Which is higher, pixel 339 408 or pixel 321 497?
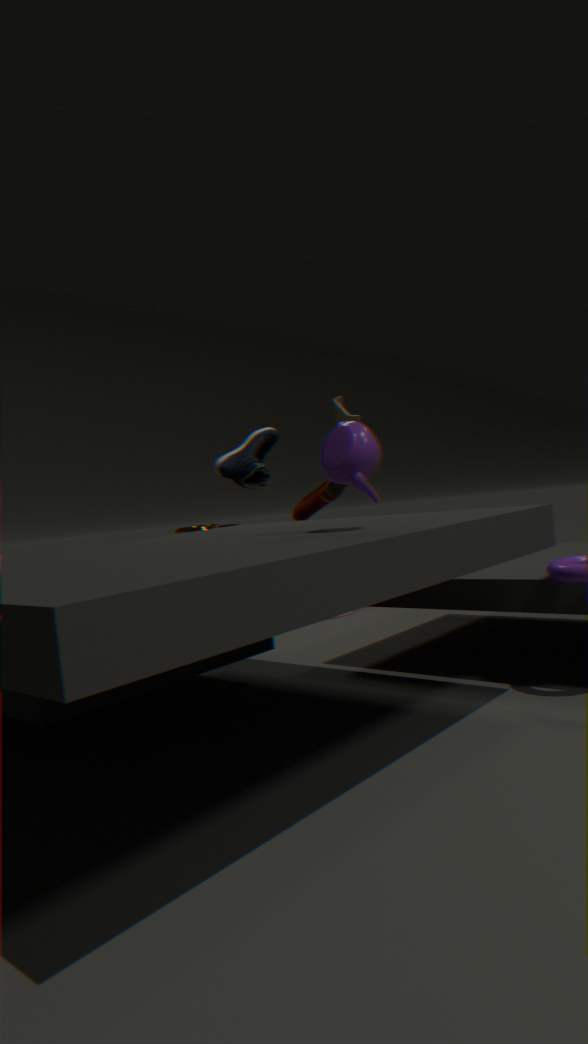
pixel 339 408
